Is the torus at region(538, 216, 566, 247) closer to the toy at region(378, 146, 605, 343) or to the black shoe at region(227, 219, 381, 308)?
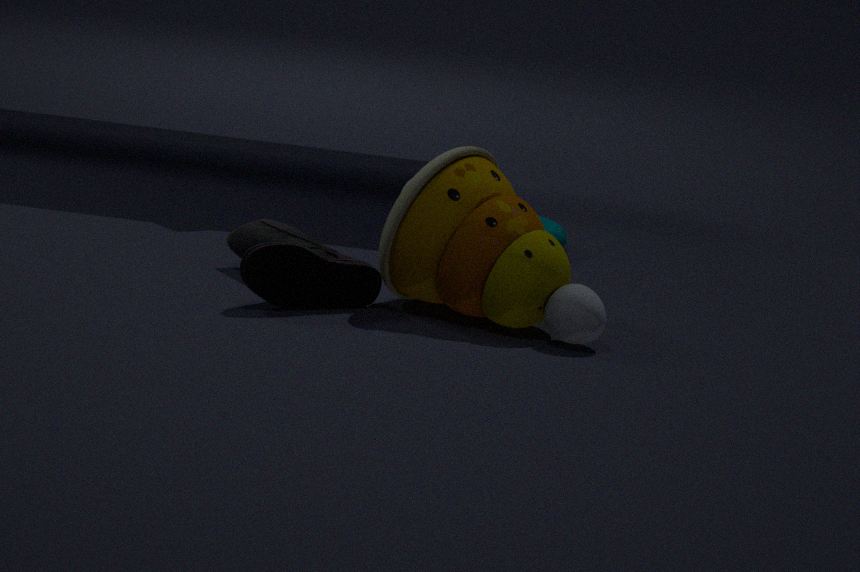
the toy at region(378, 146, 605, 343)
